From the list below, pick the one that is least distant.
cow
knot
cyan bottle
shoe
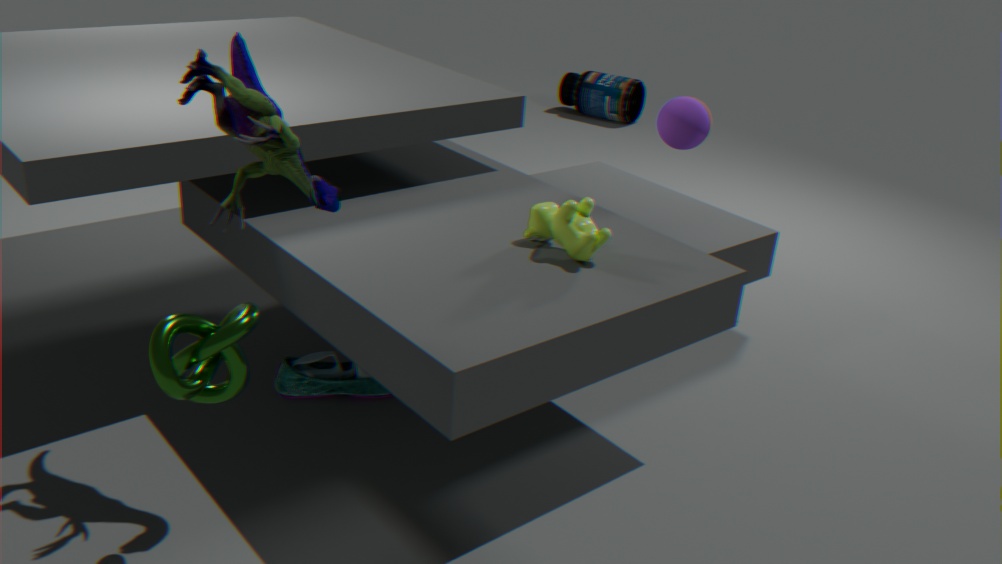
knot
